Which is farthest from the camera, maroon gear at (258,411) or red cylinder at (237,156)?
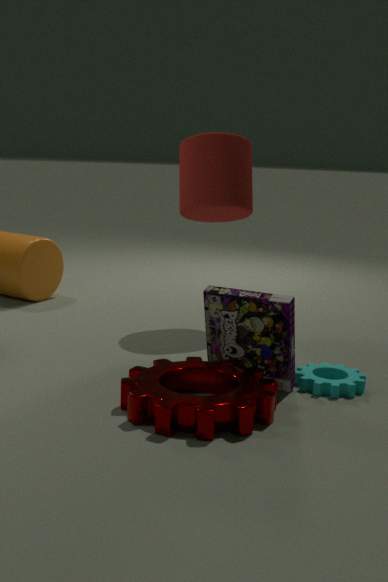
red cylinder at (237,156)
